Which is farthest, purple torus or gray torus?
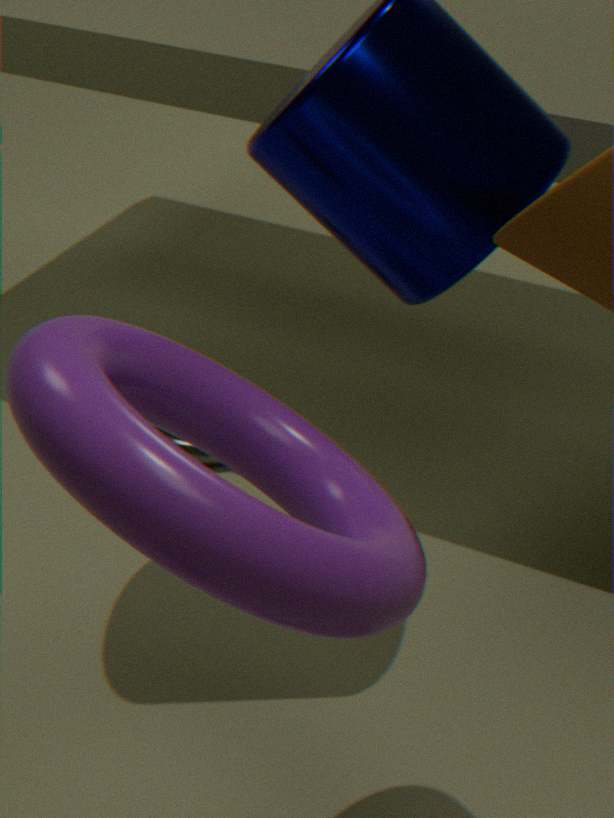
gray torus
